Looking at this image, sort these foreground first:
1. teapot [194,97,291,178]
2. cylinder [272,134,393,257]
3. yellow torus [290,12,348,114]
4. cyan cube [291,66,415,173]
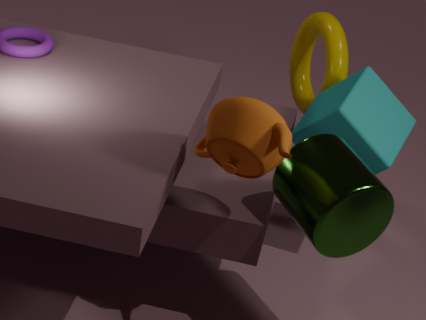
teapot [194,97,291,178] → cylinder [272,134,393,257] → cyan cube [291,66,415,173] → yellow torus [290,12,348,114]
